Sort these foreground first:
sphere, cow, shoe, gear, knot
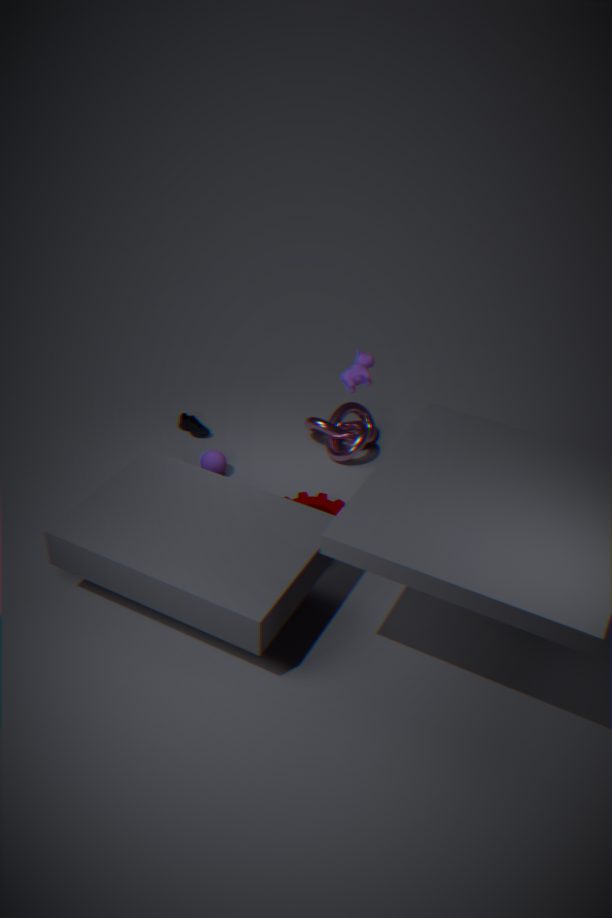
cow → gear → sphere → knot → shoe
